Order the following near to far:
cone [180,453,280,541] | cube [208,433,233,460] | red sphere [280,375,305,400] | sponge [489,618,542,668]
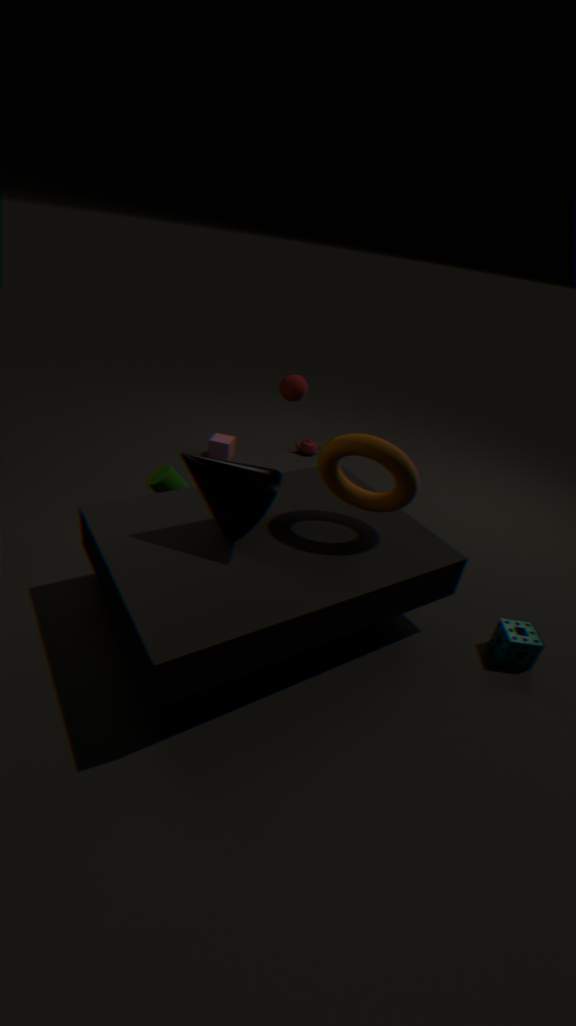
1. cone [180,453,280,541]
2. sponge [489,618,542,668]
3. red sphere [280,375,305,400]
4. cube [208,433,233,460]
